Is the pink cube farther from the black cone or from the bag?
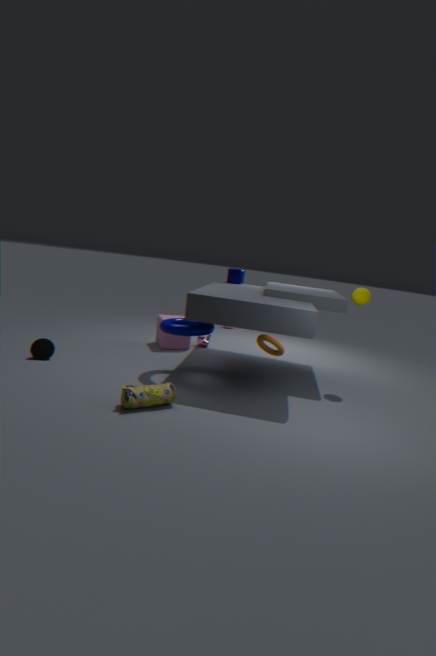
the bag
